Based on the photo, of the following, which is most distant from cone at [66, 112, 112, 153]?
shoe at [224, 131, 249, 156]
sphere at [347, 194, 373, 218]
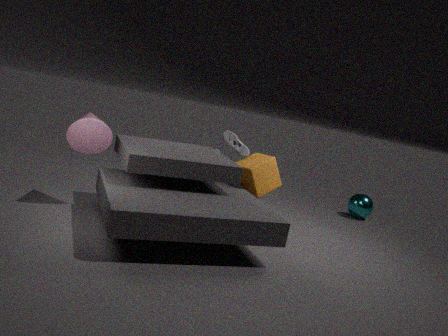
sphere at [347, 194, 373, 218]
